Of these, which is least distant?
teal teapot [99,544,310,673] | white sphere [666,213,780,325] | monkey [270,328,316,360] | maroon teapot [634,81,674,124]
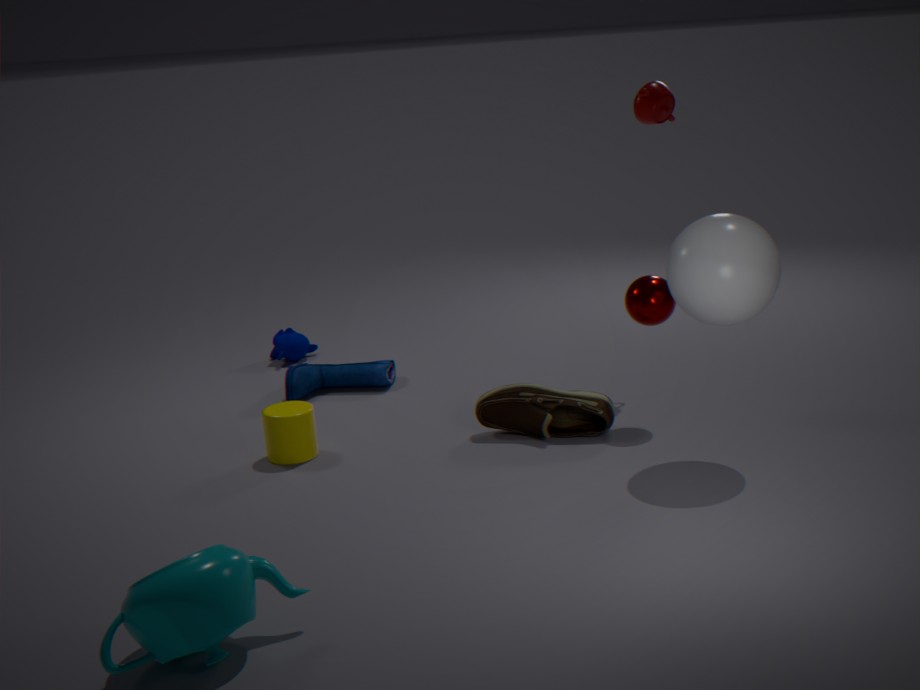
teal teapot [99,544,310,673]
